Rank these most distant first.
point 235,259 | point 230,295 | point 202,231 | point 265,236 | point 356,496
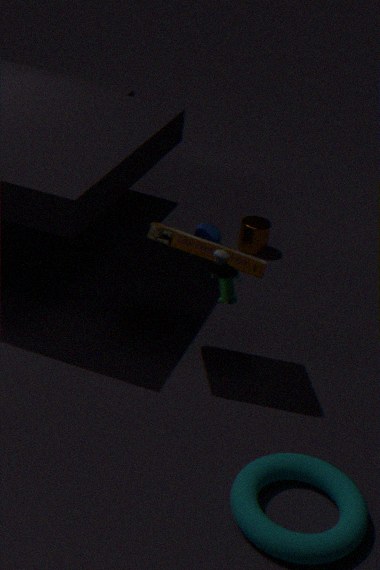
point 265,236 → point 202,231 → point 235,259 → point 230,295 → point 356,496
